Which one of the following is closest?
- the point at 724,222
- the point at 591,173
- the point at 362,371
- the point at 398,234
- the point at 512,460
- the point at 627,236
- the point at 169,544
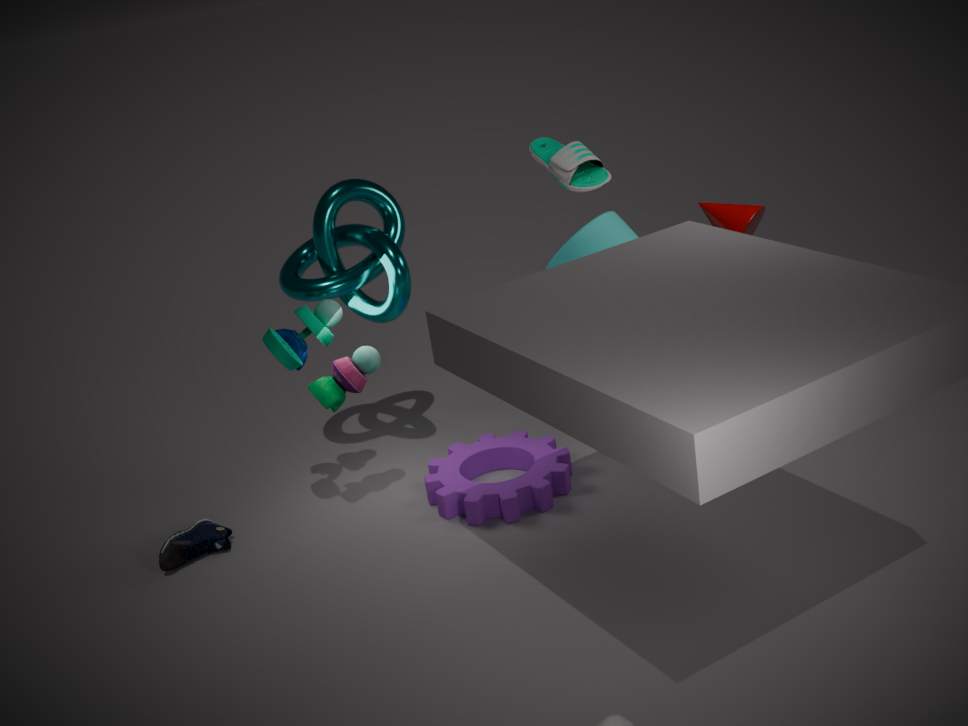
the point at 362,371
